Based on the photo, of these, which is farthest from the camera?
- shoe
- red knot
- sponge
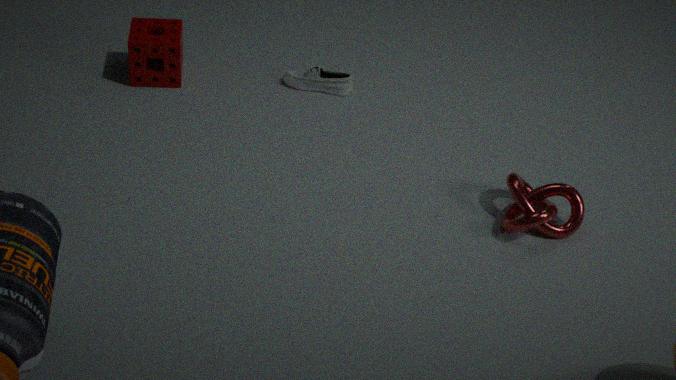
shoe
